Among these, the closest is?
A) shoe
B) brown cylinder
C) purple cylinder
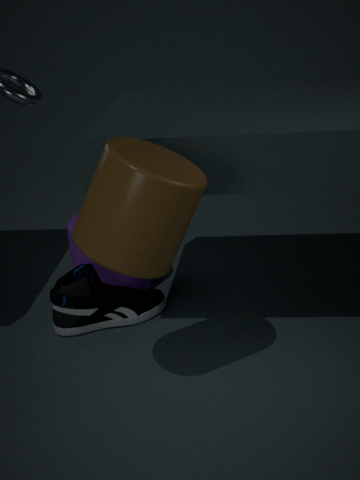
brown cylinder
